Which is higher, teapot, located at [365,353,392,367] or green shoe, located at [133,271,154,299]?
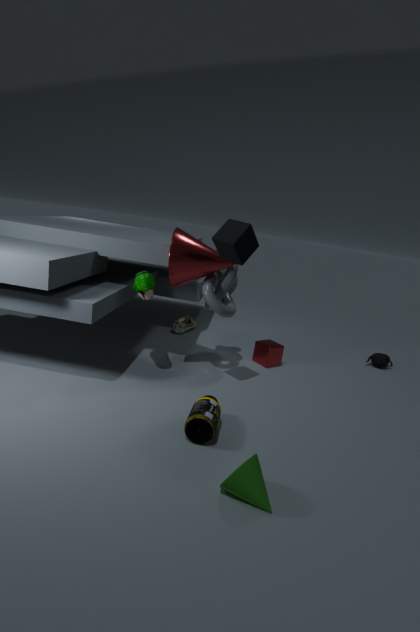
green shoe, located at [133,271,154,299]
